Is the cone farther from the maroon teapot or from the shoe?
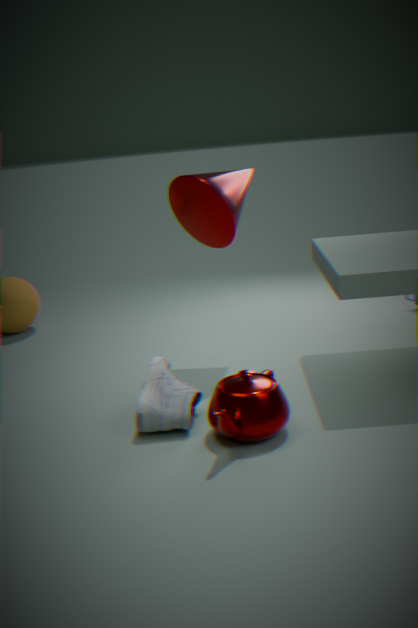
the maroon teapot
